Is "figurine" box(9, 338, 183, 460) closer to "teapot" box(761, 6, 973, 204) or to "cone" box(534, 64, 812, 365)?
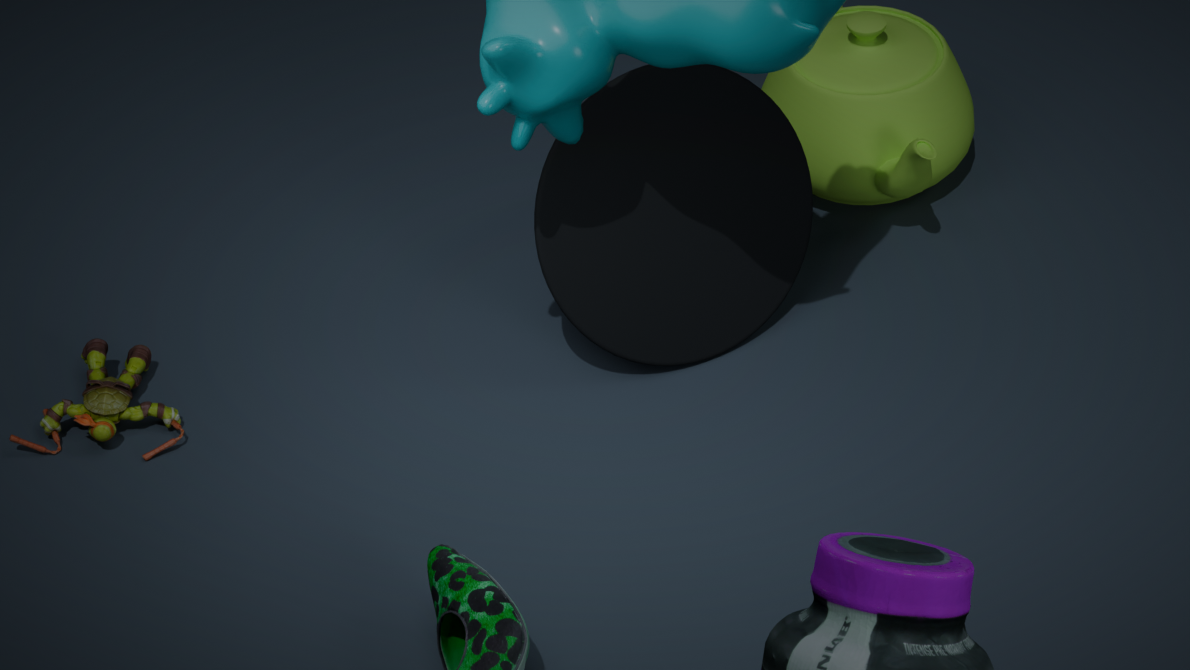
"cone" box(534, 64, 812, 365)
